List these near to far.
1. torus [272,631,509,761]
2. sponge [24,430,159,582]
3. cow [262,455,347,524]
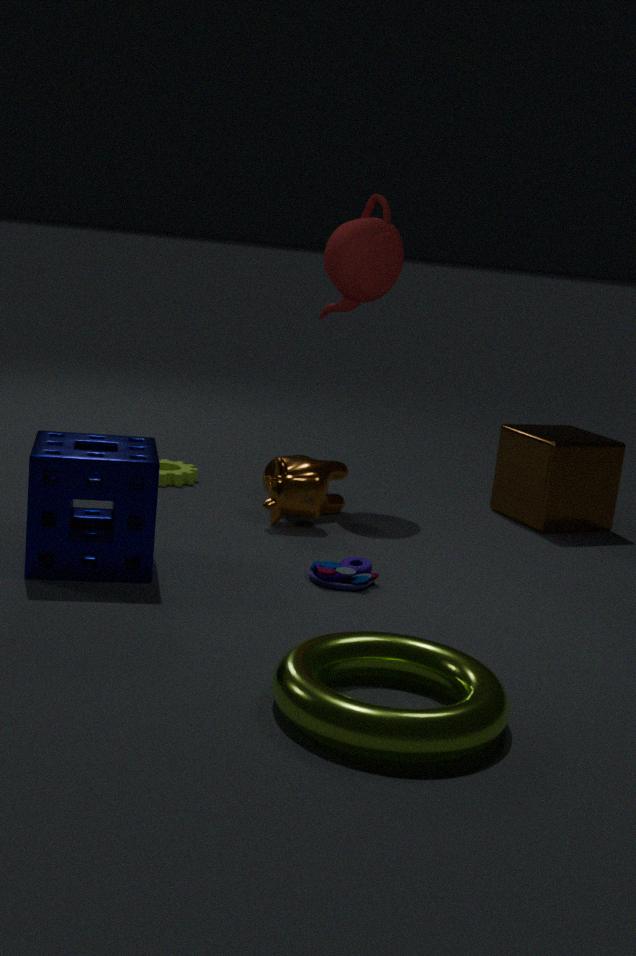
1. torus [272,631,509,761]
2. sponge [24,430,159,582]
3. cow [262,455,347,524]
